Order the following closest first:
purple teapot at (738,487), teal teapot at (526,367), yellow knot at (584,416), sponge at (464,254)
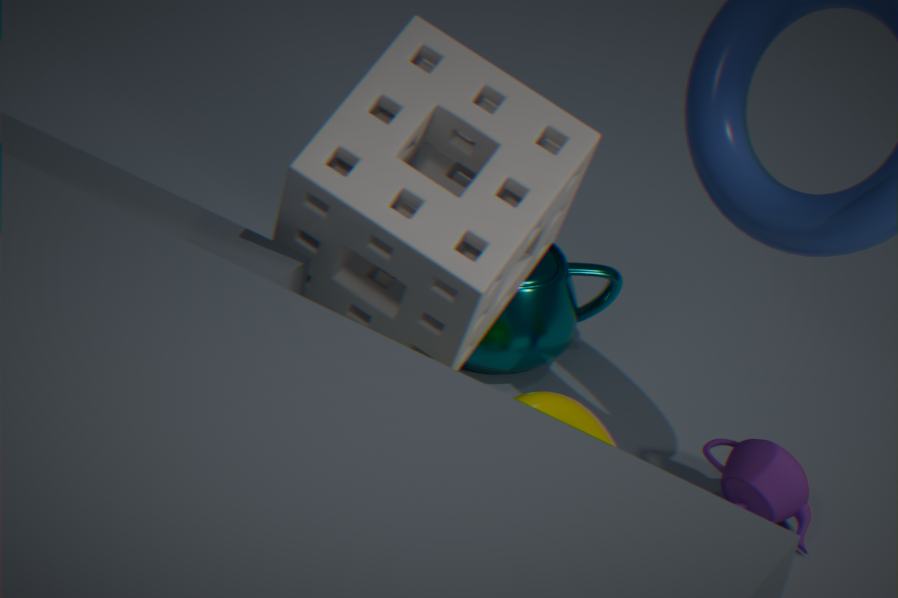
sponge at (464,254) < yellow knot at (584,416) < purple teapot at (738,487) < teal teapot at (526,367)
